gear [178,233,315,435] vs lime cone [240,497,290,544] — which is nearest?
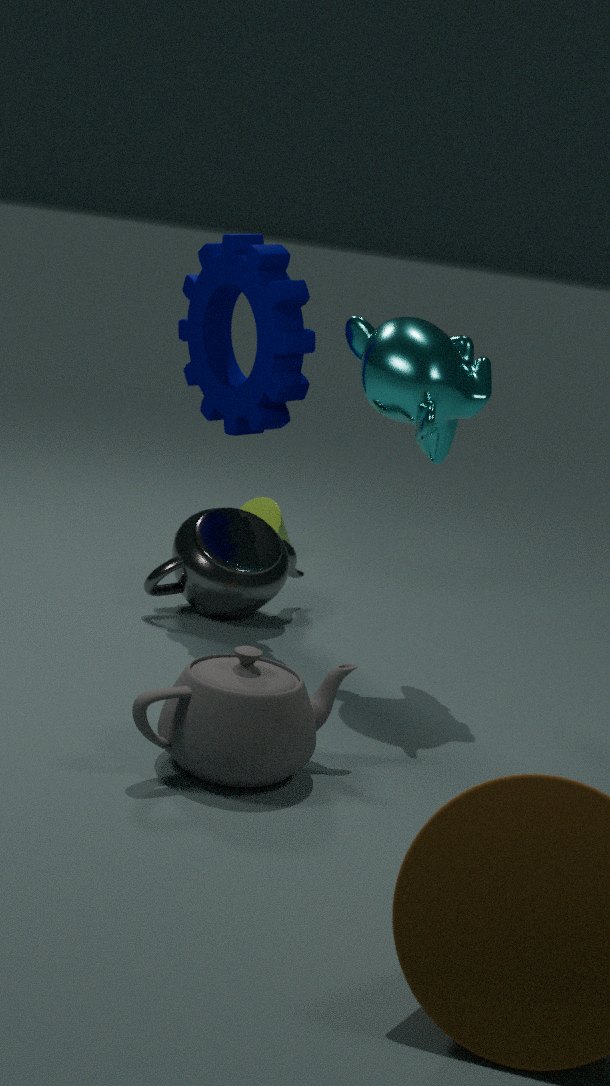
gear [178,233,315,435]
